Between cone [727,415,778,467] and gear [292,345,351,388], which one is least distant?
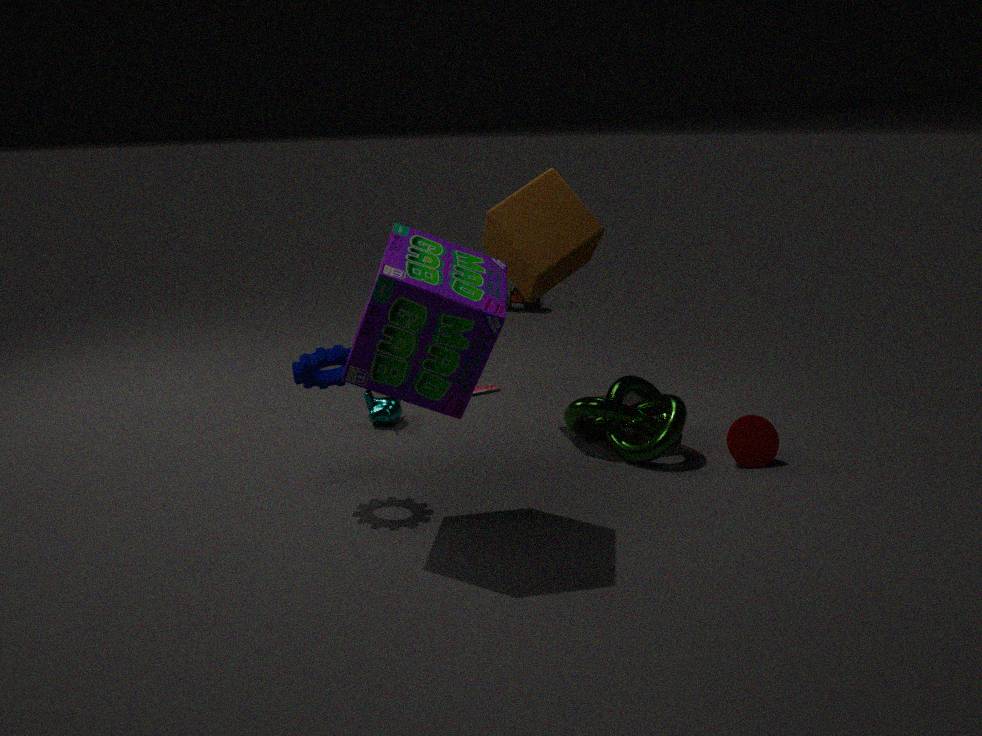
gear [292,345,351,388]
